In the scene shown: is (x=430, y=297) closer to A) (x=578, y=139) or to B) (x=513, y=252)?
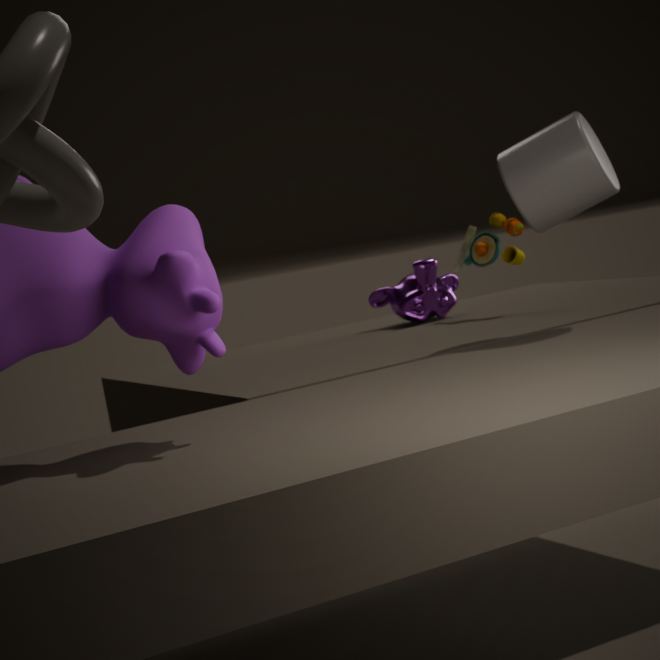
B) (x=513, y=252)
